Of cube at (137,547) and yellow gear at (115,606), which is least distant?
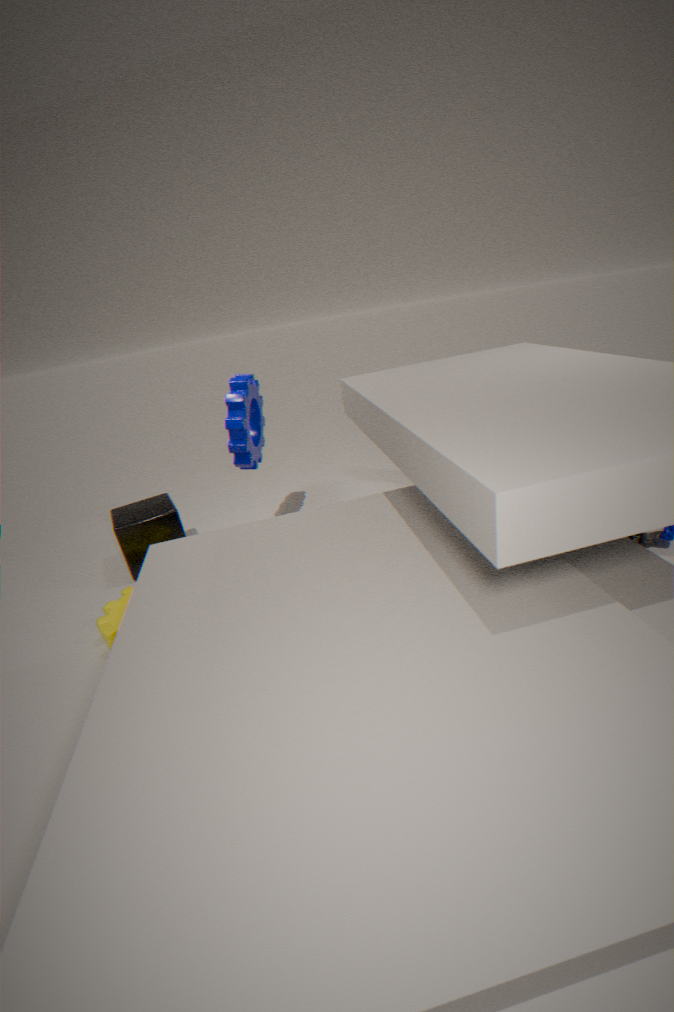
yellow gear at (115,606)
